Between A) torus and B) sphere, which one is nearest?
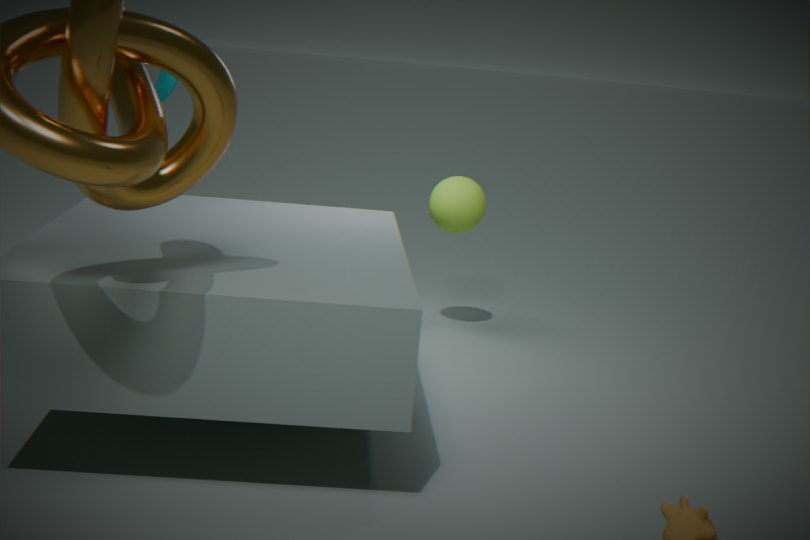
A. torus
